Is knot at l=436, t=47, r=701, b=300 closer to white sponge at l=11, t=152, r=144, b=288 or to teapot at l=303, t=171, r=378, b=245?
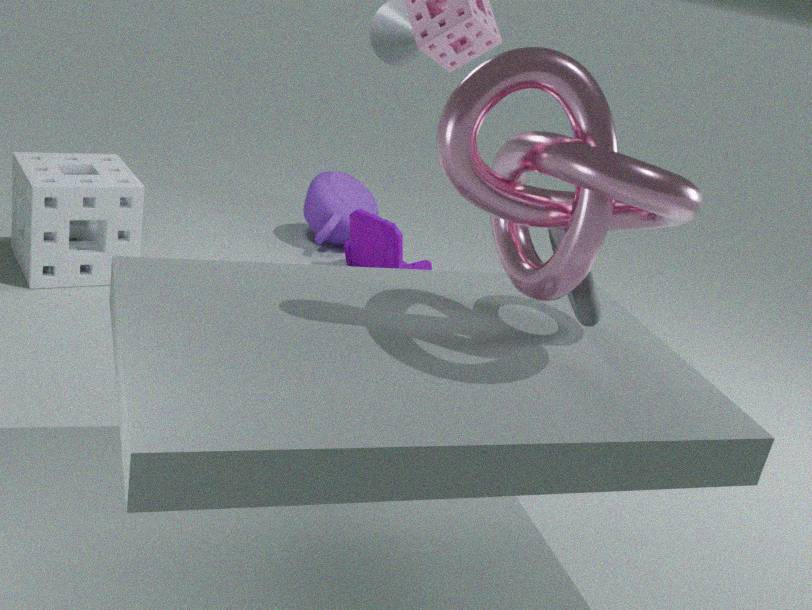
white sponge at l=11, t=152, r=144, b=288
